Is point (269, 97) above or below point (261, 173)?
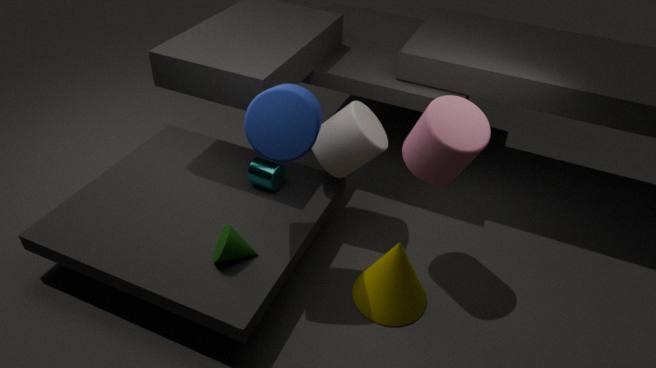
above
